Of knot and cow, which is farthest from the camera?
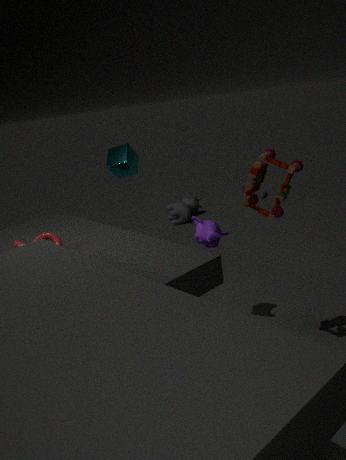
cow
